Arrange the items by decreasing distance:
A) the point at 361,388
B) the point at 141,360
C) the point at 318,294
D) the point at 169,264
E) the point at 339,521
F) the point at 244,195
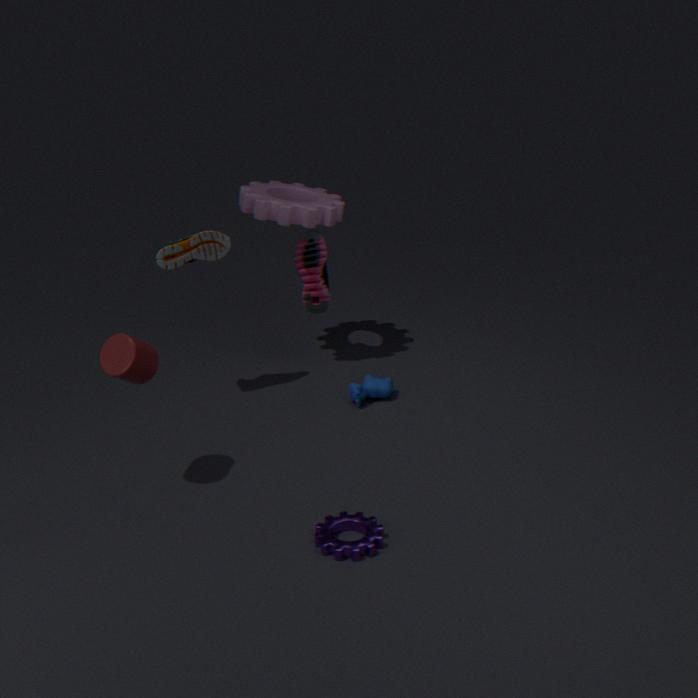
1. the point at 318,294
2. the point at 244,195
3. the point at 361,388
4. the point at 169,264
5. the point at 141,360
6. the point at 339,521
